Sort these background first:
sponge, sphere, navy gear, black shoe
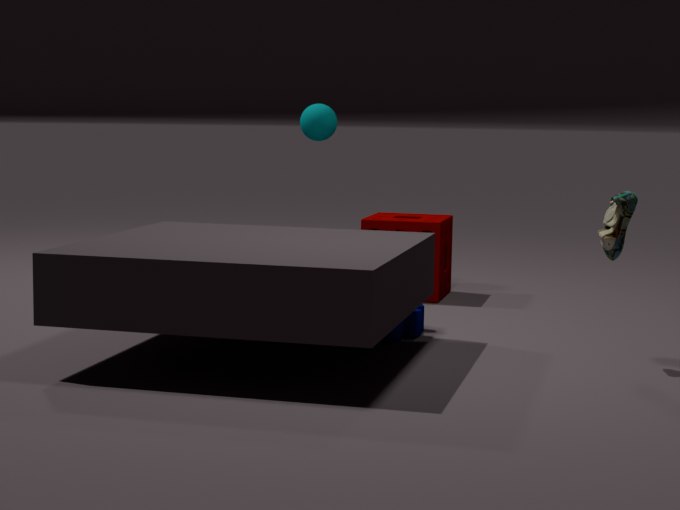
1. sphere
2. sponge
3. navy gear
4. black shoe
